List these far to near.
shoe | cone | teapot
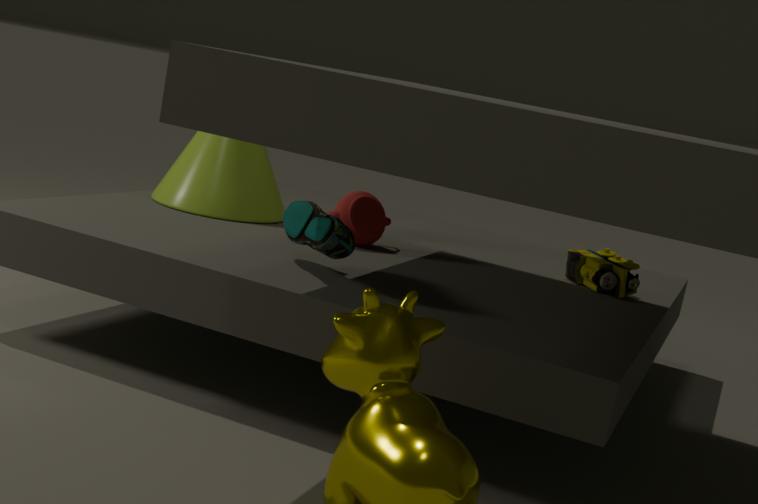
cone
teapot
shoe
